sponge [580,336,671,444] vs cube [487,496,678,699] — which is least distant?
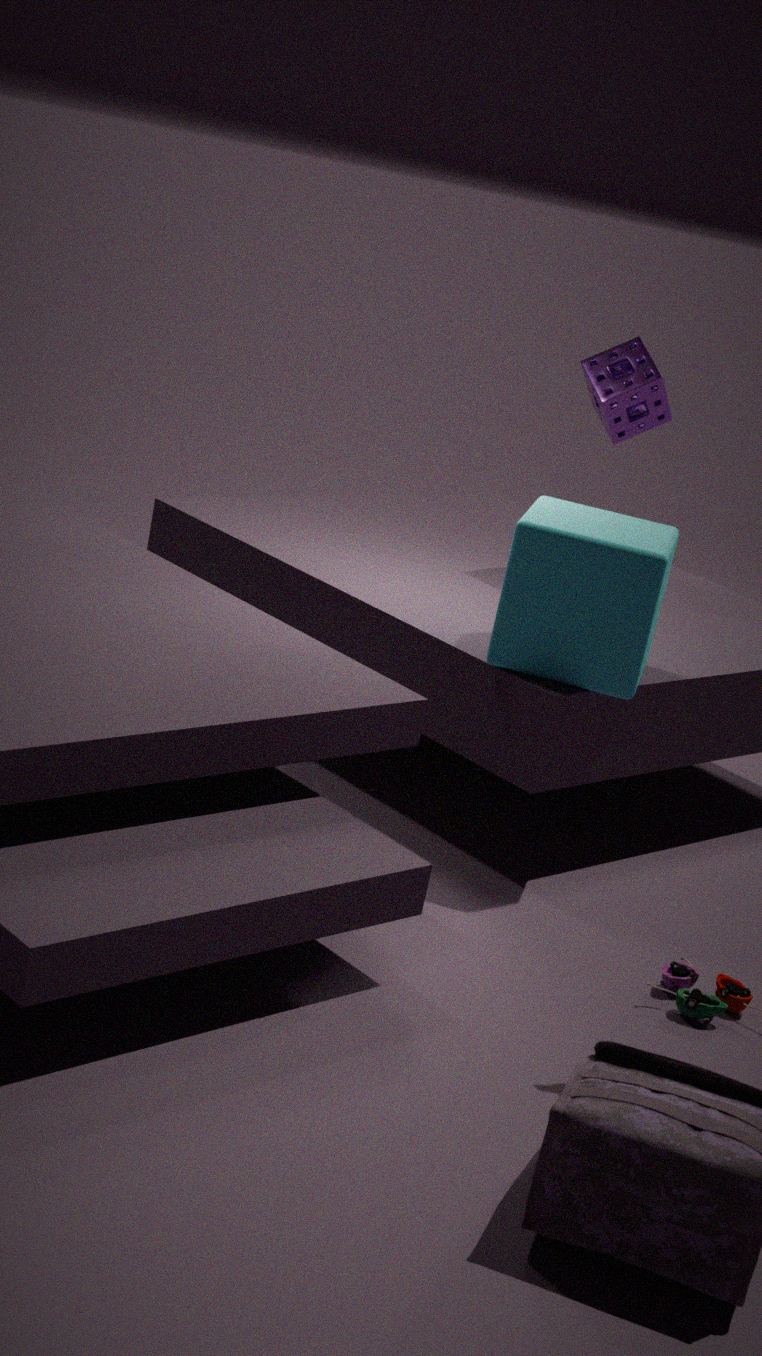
cube [487,496,678,699]
